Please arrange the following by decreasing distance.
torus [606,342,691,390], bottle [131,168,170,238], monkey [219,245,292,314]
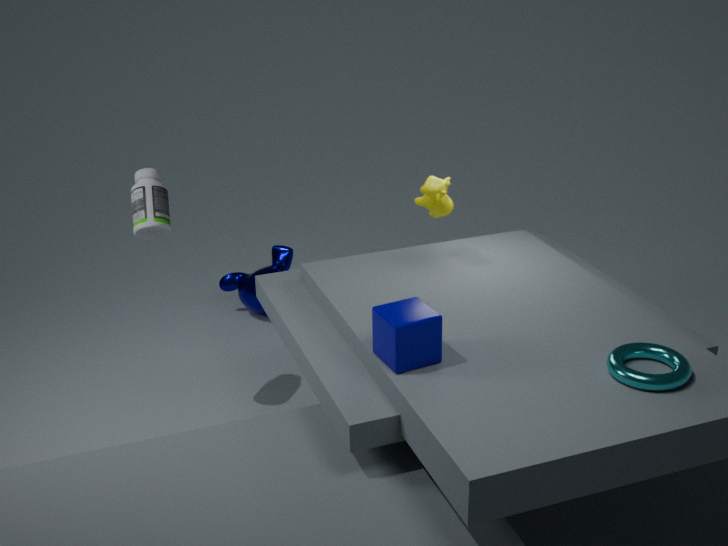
1. monkey [219,245,292,314]
2. bottle [131,168,170,238]
3. torus [606,342,691,390]
